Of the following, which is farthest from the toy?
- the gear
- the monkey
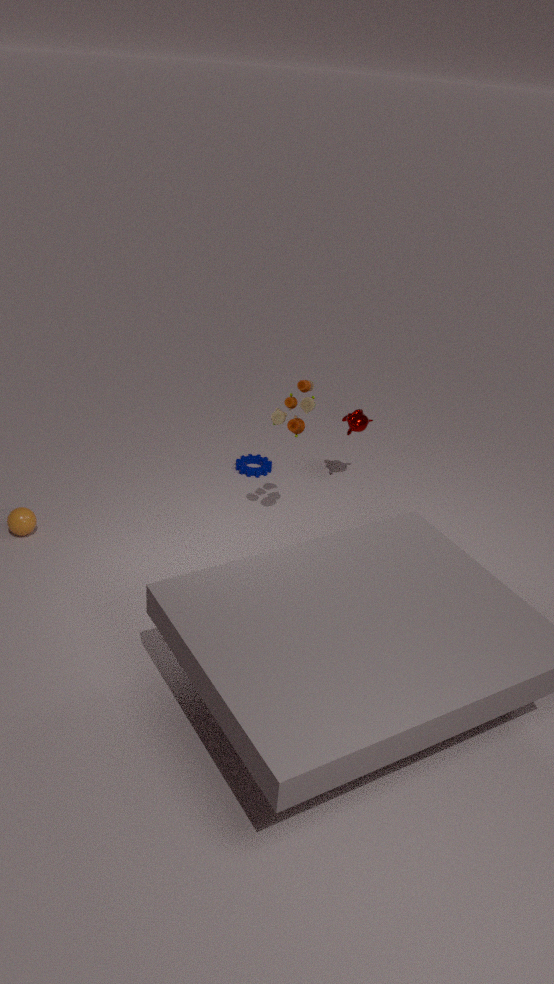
the gear
